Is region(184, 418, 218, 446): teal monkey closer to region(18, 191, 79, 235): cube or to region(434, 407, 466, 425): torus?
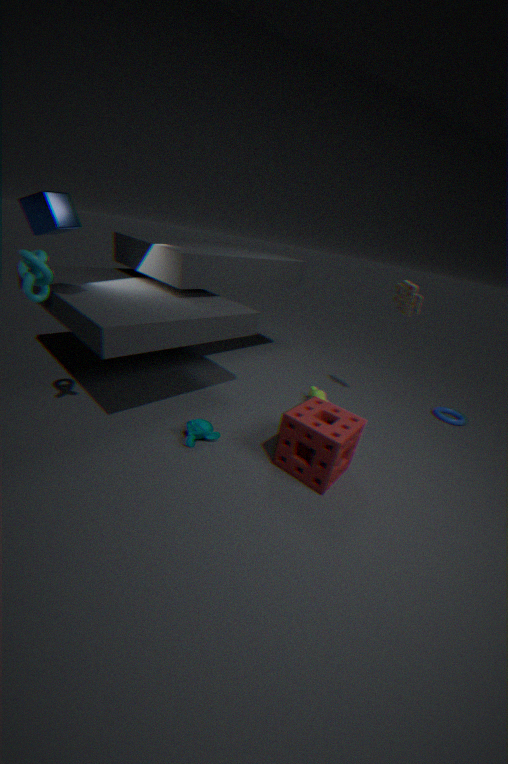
region(18, 191, 79, 235): cube
